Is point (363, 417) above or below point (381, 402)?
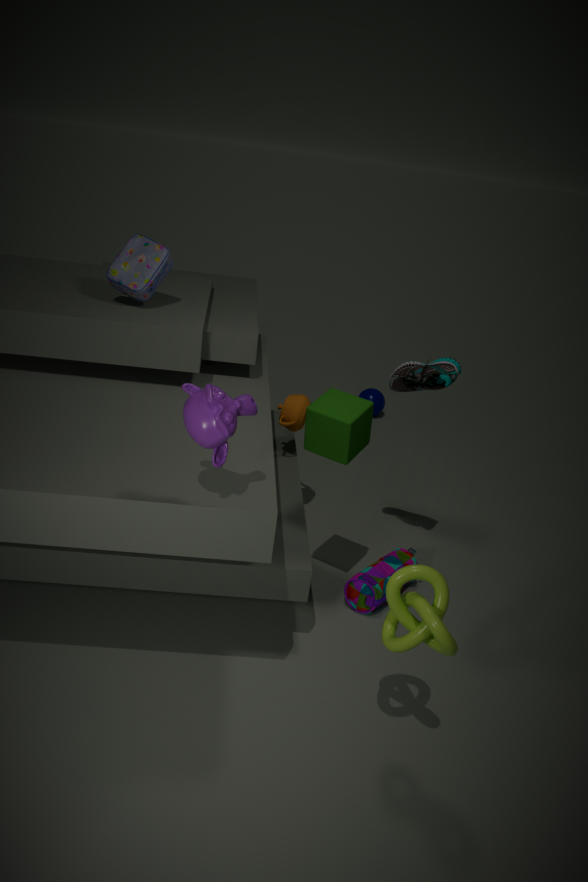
above
